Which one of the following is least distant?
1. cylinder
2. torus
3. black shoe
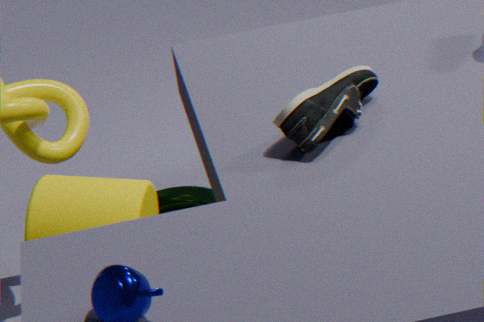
cylinder
